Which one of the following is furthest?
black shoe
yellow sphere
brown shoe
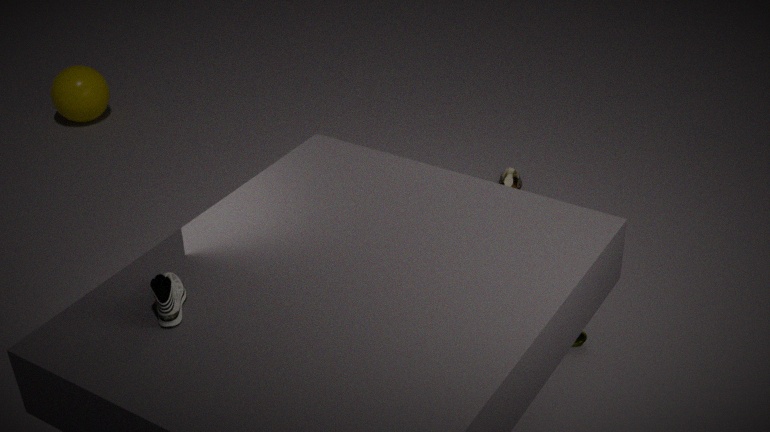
yellow sphere
